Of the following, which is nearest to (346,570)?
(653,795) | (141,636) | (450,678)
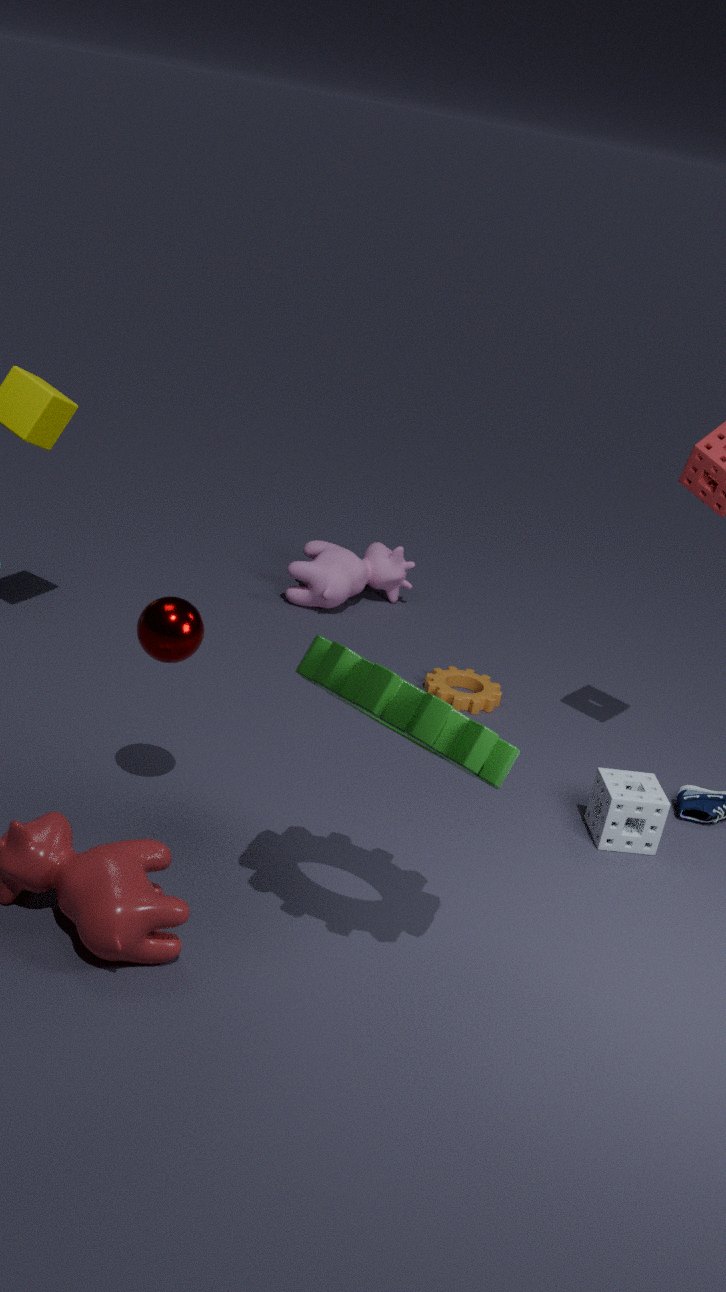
(450,678)
